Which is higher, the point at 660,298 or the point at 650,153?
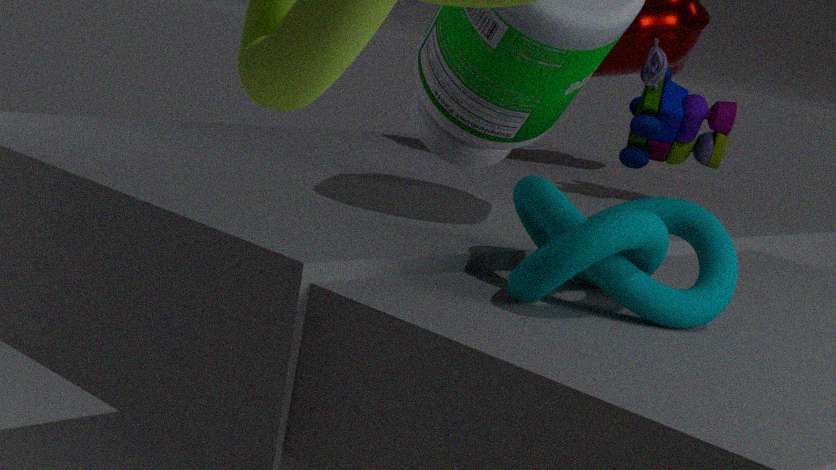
the point at 650,153
